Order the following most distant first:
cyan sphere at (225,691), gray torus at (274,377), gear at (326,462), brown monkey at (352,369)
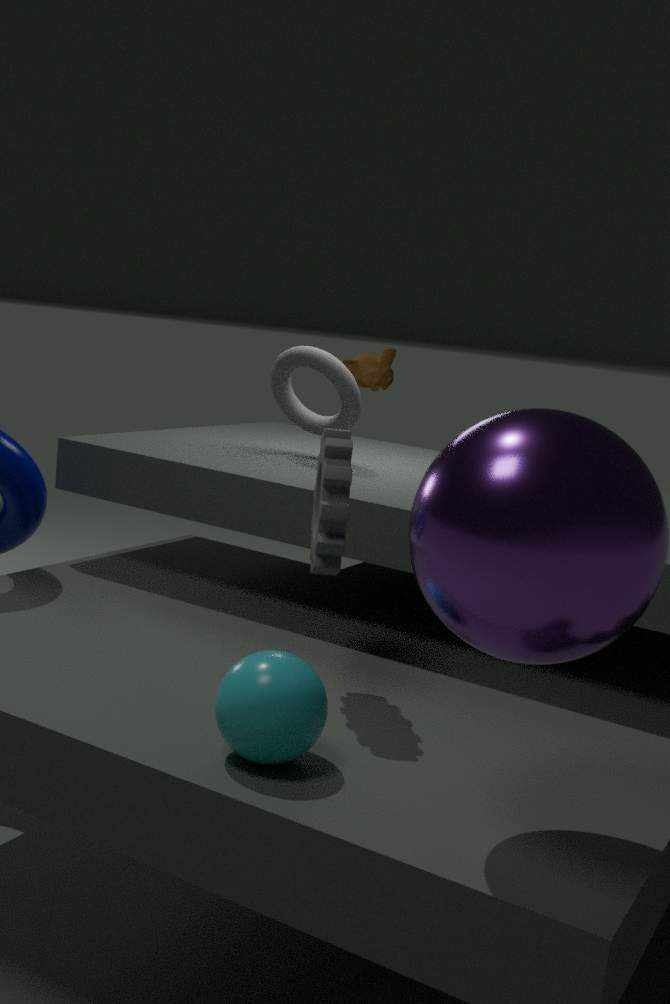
A: brown monkey at (352,369) < gray torus at (274,377) < gear at (326,462) < cyan sphere at (225,691)
